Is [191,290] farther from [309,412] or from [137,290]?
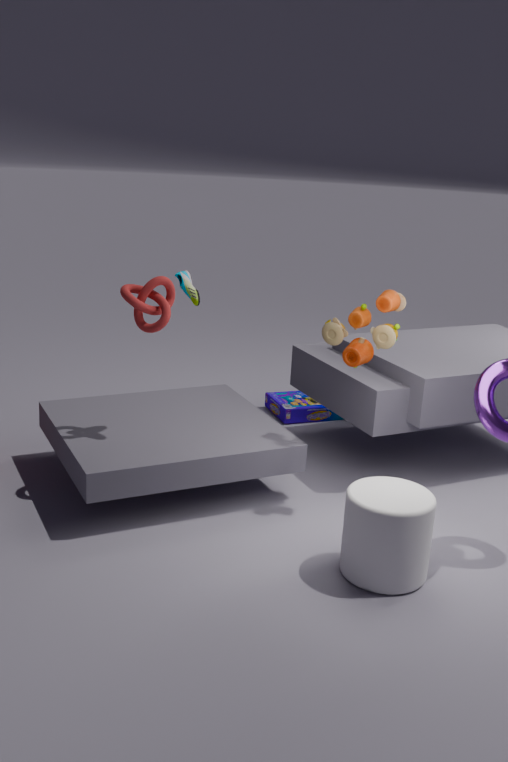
[309,412]
